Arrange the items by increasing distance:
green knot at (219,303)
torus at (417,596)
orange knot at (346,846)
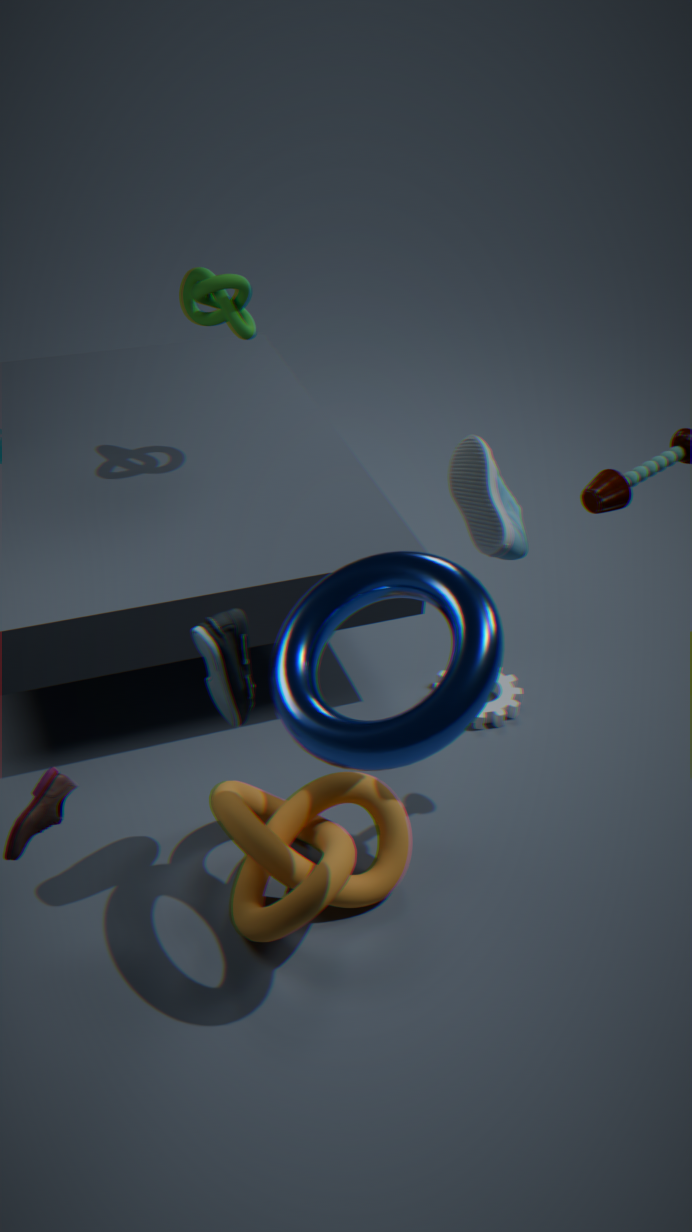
torus at (417,596) → orange knot at (346,846) → green knot at (219,303)
